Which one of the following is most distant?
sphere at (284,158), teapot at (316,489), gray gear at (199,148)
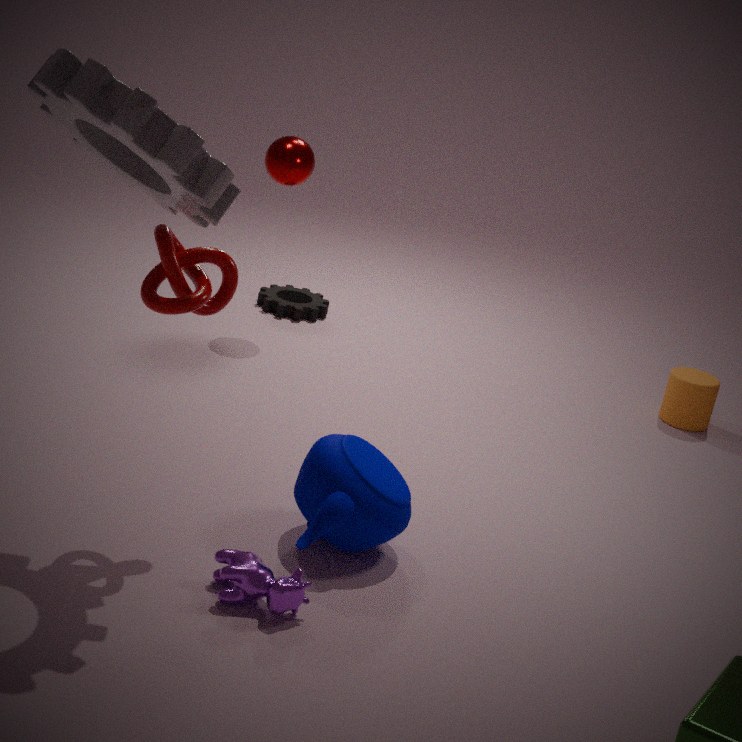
sphere at (284,158)
